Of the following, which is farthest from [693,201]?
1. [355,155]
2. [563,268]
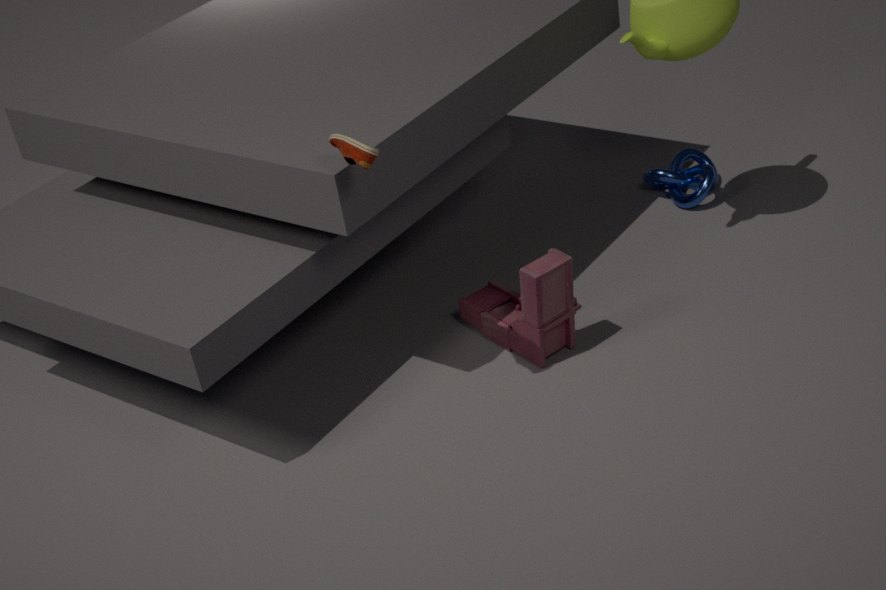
[355,155]
